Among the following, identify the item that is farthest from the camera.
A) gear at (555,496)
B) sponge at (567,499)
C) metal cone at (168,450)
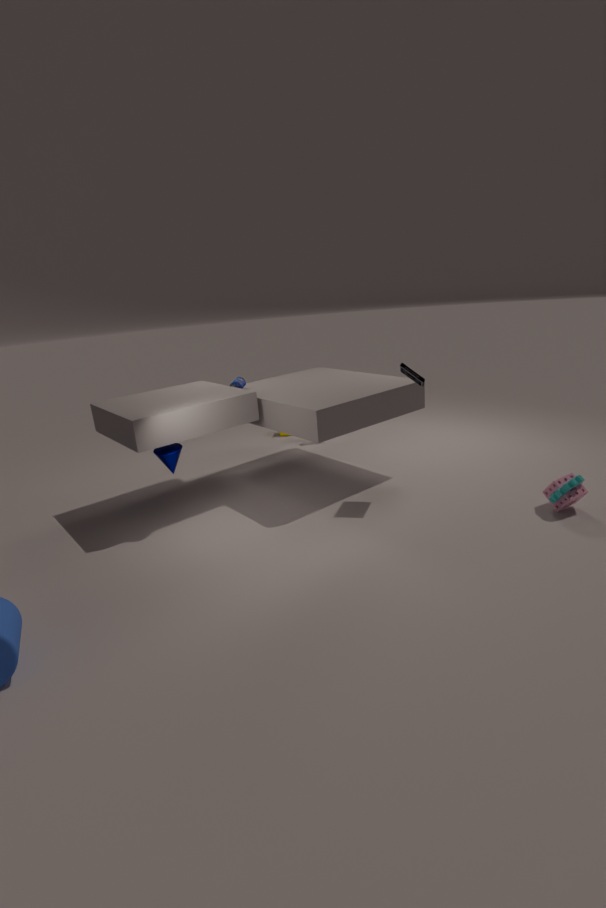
metal cone at (168,450)
